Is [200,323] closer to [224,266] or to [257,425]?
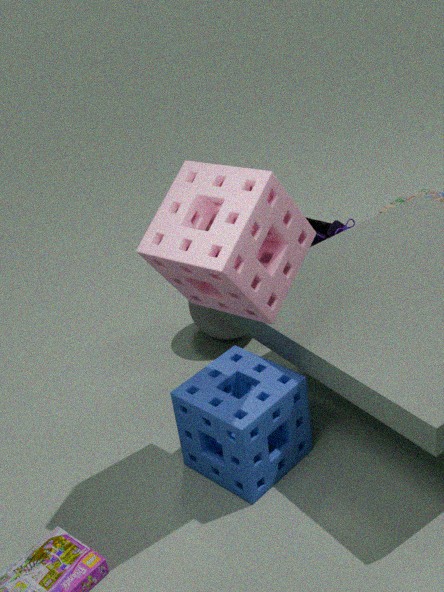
[257,425]
